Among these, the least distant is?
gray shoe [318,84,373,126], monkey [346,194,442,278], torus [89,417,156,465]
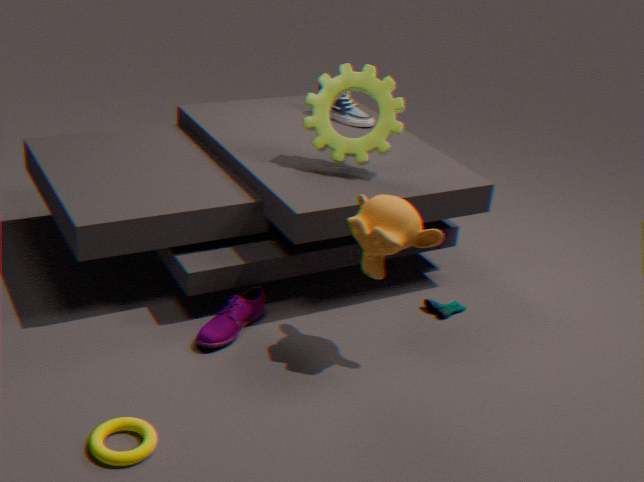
torus [89,417,156,465]
